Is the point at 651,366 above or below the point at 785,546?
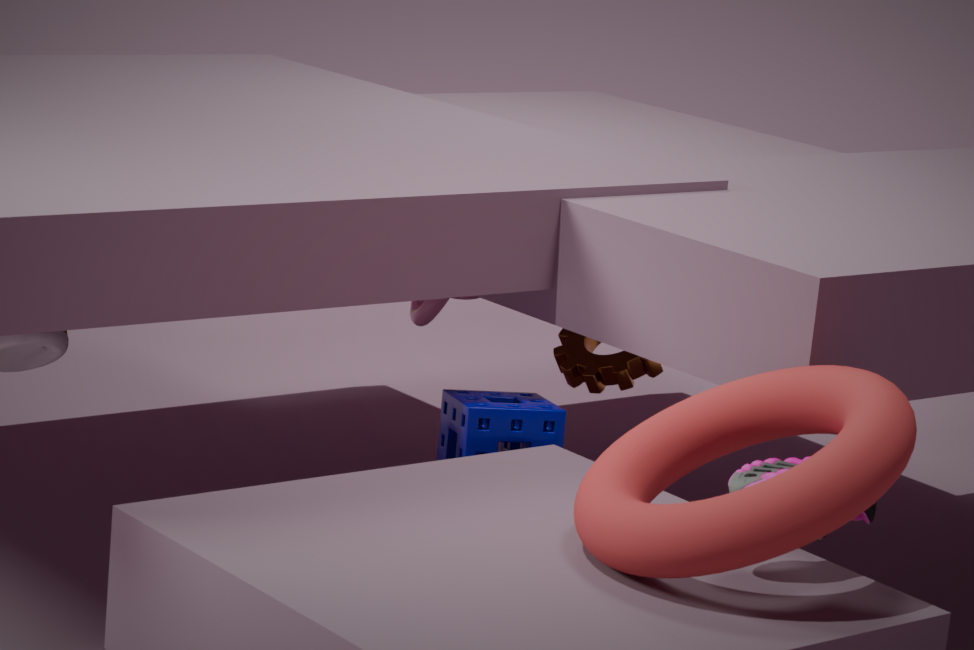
below
